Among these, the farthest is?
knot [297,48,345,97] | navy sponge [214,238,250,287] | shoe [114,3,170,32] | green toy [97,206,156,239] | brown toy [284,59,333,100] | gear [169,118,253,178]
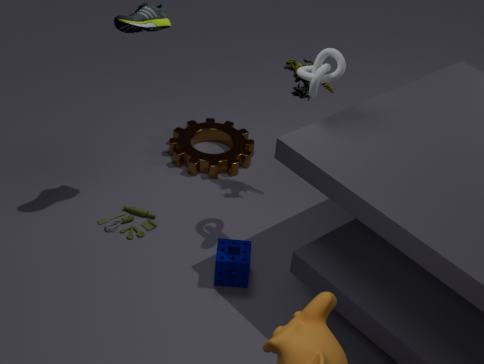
gear [169,118,253,178]
